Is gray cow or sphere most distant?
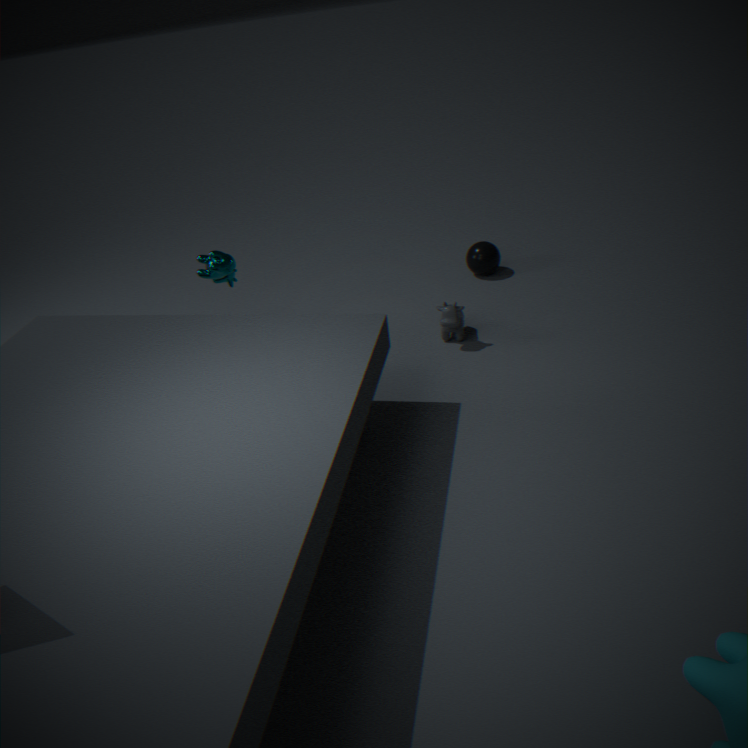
sphere
